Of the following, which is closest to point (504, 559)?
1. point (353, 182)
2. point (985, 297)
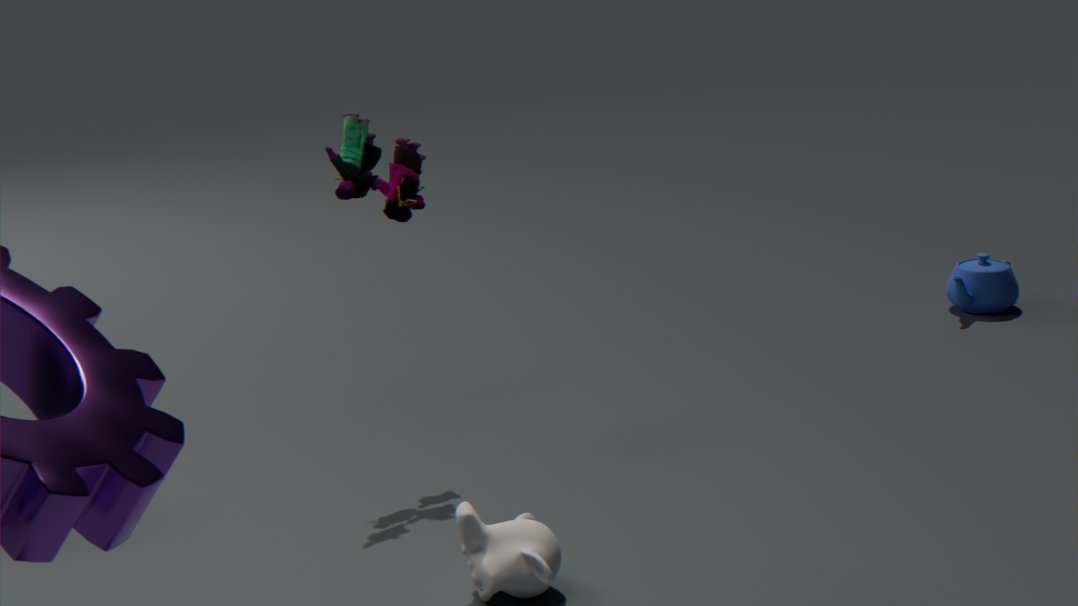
point (353, 182)
